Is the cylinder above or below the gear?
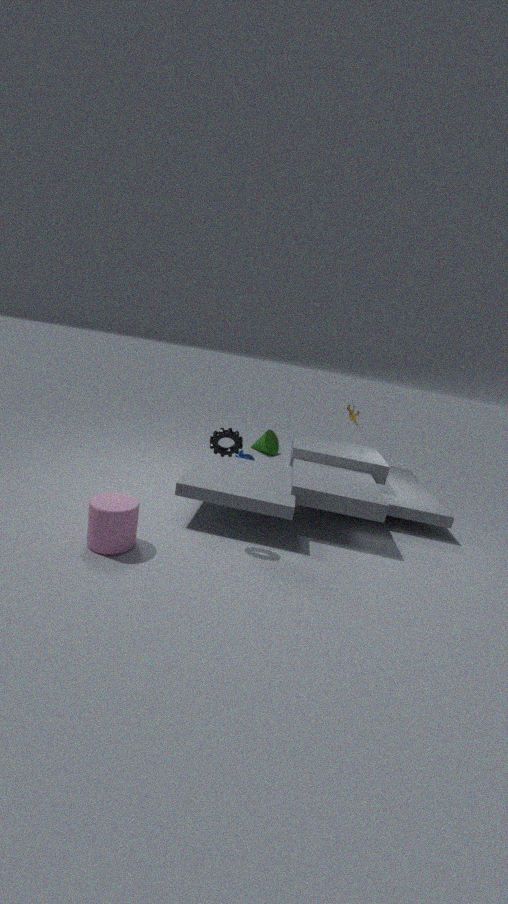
below
